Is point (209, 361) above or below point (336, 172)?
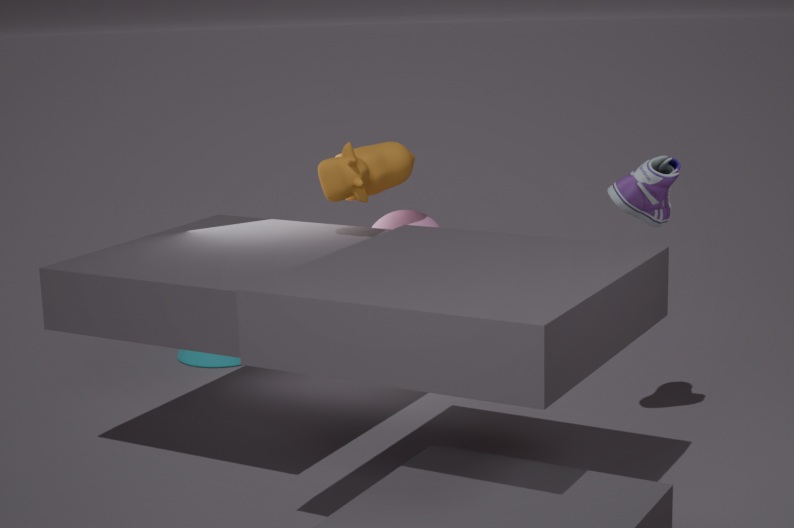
below
